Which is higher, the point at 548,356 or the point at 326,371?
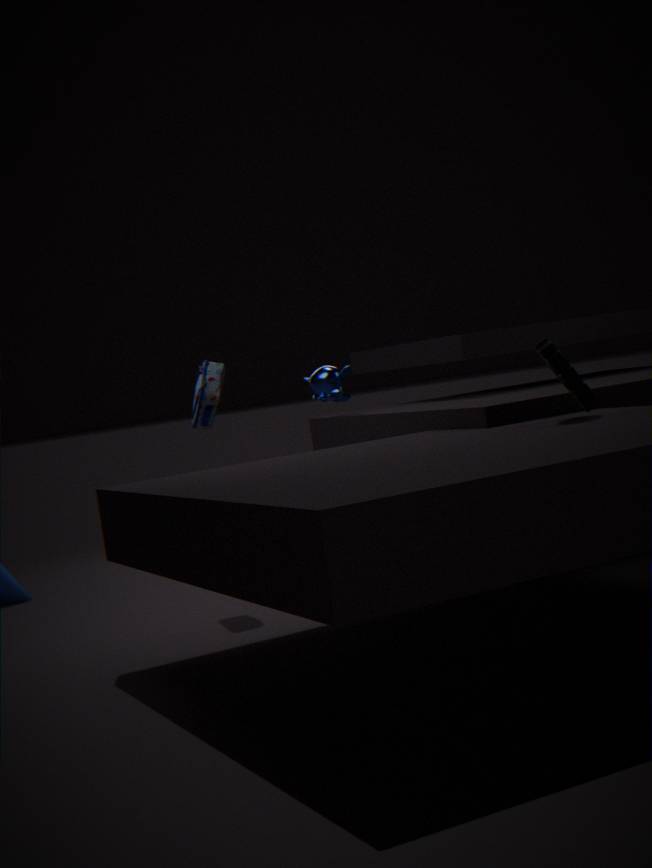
the point at 326,371
